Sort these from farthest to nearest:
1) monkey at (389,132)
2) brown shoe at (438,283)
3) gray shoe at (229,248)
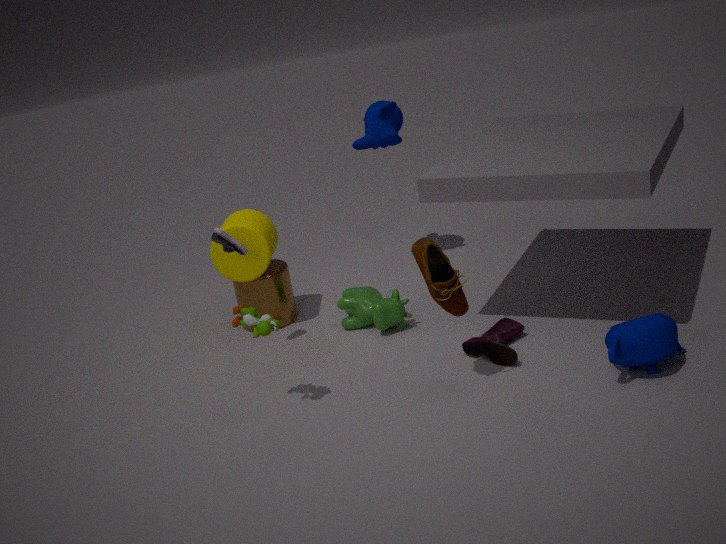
1, 3, 2
